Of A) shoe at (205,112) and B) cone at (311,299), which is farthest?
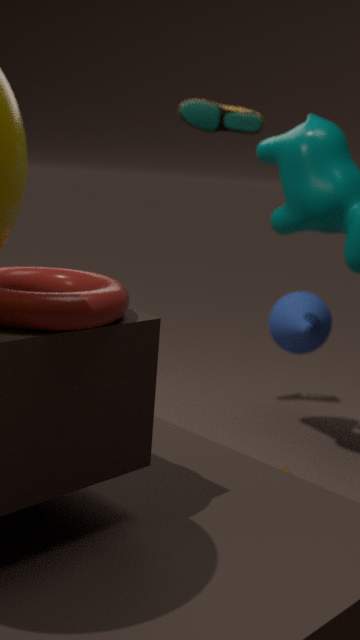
B. cone at (311,299)
